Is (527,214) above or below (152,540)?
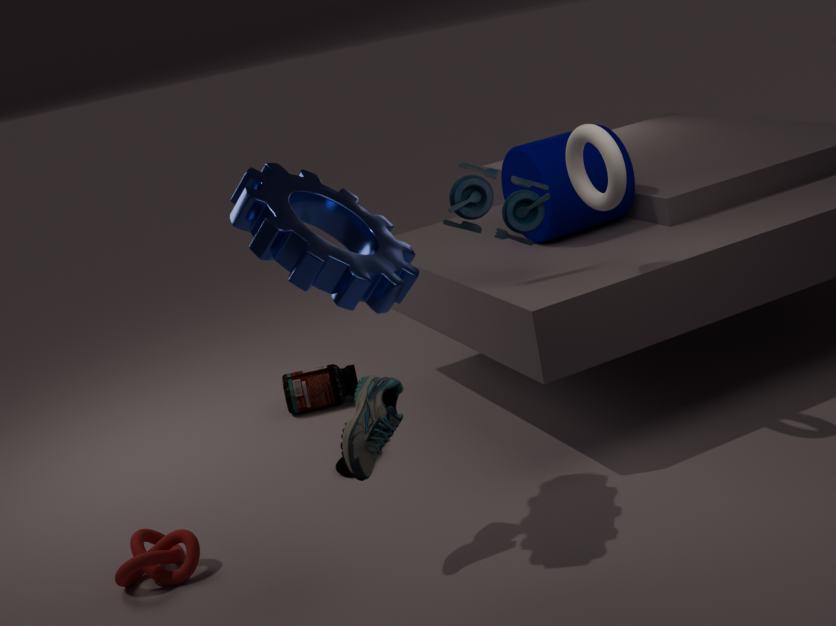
above
